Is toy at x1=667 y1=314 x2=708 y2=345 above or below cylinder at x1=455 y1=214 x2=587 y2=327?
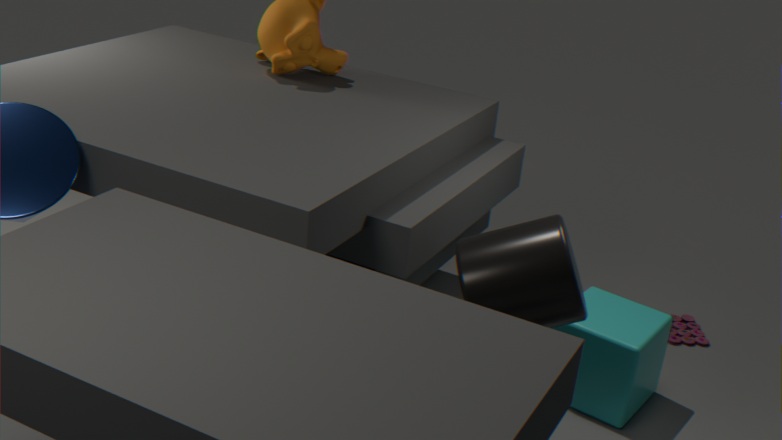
below
